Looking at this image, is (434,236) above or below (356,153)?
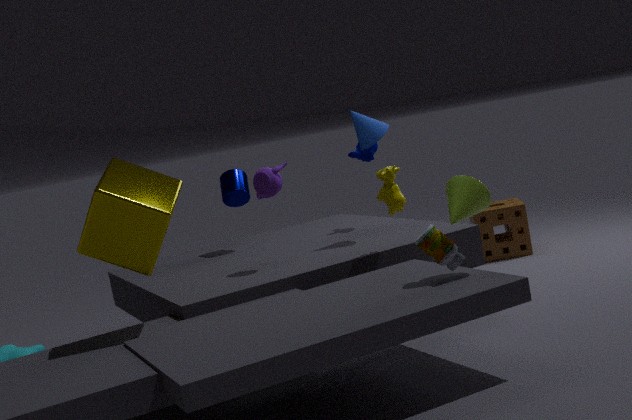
below
